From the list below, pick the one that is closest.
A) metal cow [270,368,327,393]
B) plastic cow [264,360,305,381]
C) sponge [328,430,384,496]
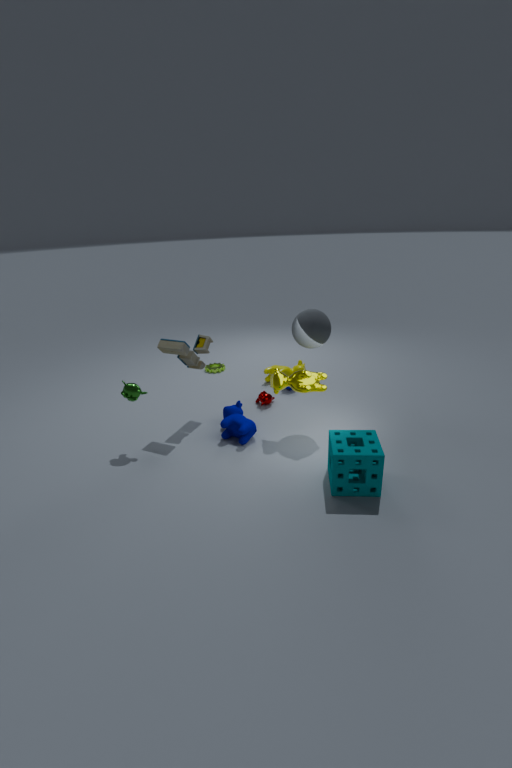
sponge [328,430,384,496]
